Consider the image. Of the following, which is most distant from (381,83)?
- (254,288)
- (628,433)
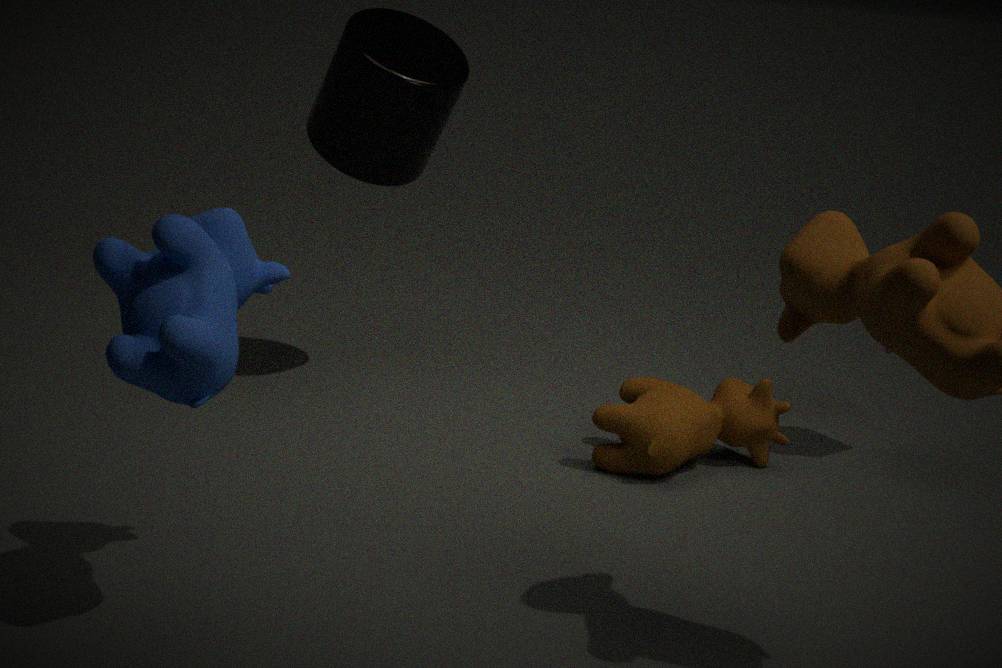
(254,288)
